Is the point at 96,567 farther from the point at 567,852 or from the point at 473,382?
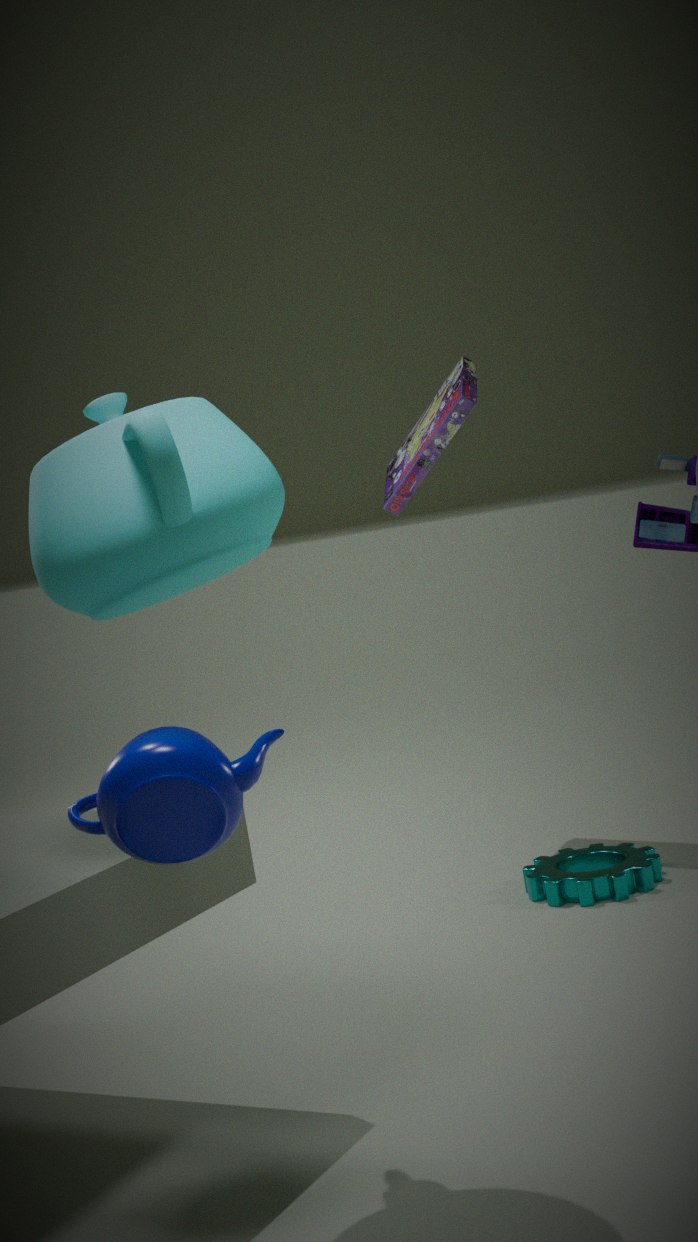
the point at 473,382
